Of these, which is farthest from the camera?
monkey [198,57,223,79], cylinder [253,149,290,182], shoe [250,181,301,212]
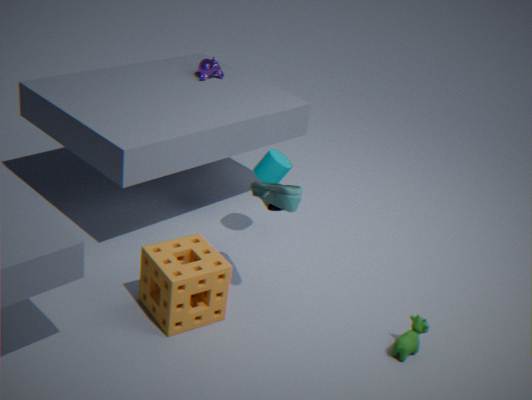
monkey [198,57,223,79]
